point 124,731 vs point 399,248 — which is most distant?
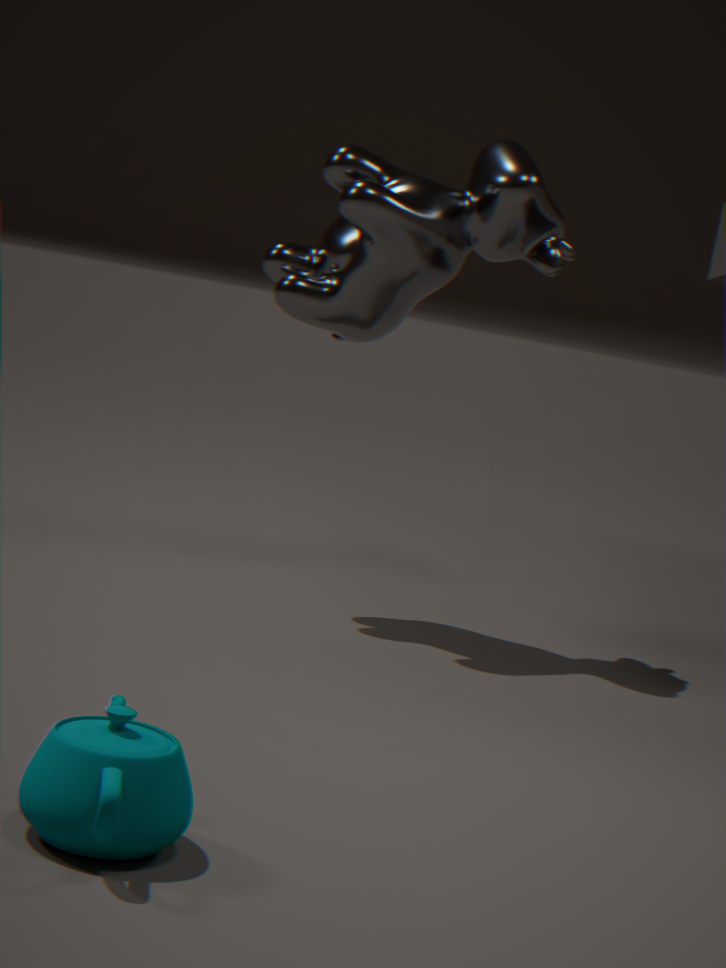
point 399,248
